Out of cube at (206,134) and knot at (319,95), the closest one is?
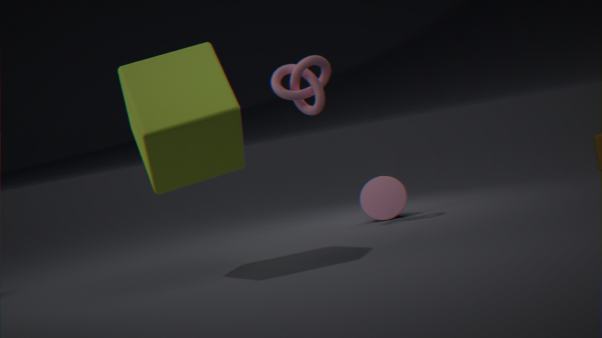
cube at (206,134)
